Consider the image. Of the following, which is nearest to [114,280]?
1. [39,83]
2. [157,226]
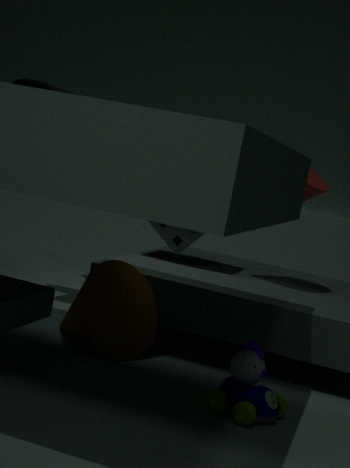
[157,226]
